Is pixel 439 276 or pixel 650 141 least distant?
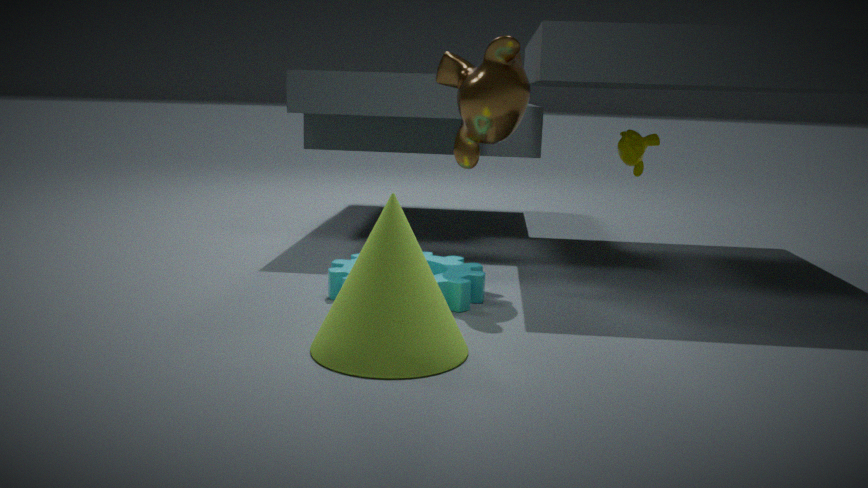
pixel 439 276
